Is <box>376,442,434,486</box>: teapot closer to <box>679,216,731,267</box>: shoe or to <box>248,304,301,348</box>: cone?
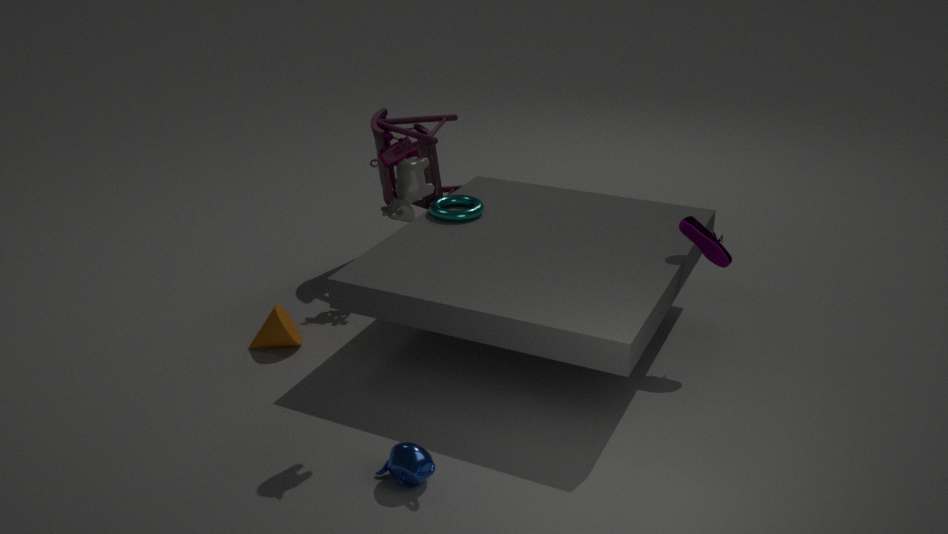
<box>248,304,301,348</box>: cone
